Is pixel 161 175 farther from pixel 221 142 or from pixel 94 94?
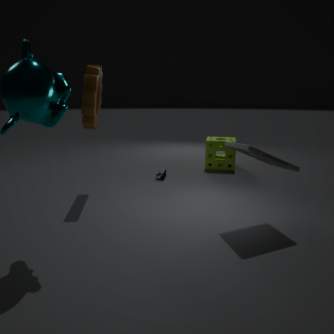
pixel 94 94
